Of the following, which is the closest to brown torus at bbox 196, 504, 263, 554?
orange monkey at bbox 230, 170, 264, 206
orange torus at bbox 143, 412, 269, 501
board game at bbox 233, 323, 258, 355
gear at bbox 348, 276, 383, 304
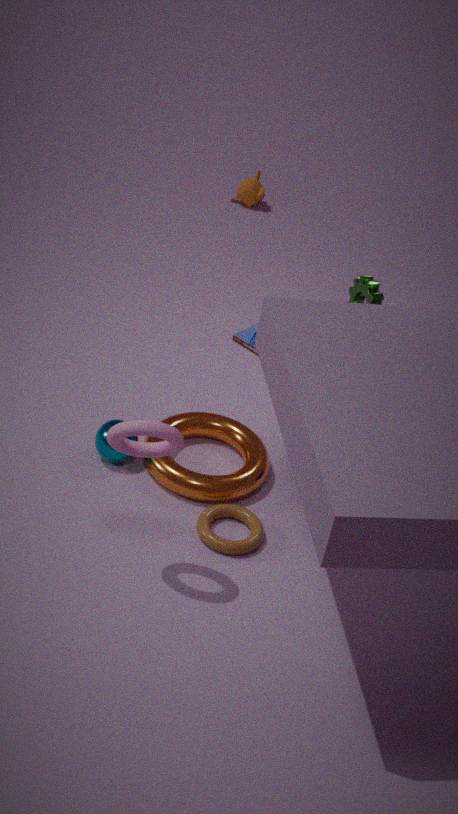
orange torus at bbox 143, 412, 269, 501
